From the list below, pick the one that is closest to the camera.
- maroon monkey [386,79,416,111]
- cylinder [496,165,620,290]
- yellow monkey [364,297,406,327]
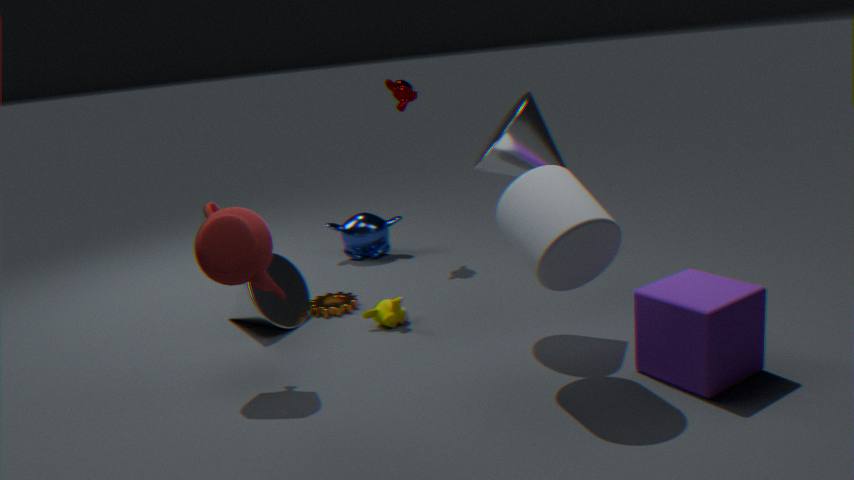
cylinder [496,165,620,290]
